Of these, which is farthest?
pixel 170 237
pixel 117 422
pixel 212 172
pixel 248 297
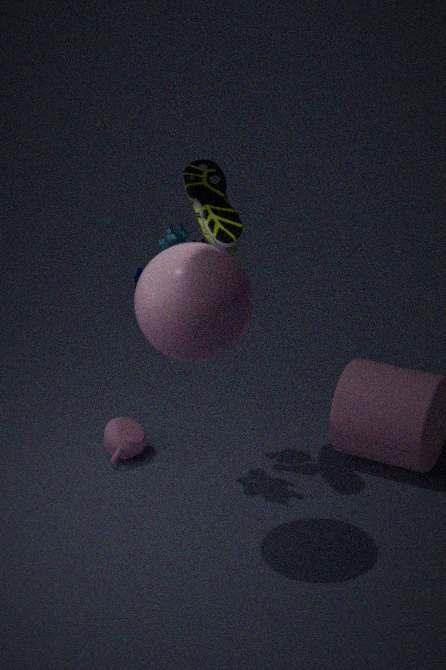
pixel 117 422
